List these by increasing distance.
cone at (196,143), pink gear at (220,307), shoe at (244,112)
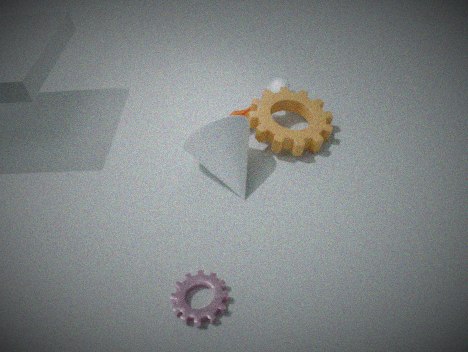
1. pink gear at (220,307)
2. cone at (196,143)
3. shoe at (244,112)
